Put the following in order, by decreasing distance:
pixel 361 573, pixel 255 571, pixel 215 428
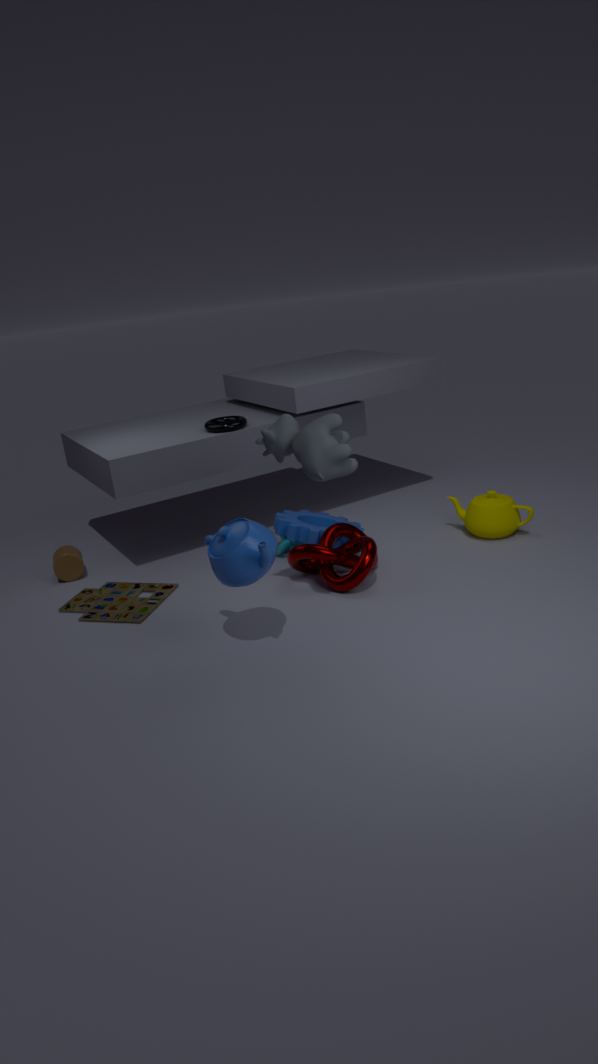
pixel 215 428 → pixel 361 573 → pixel 255 571
